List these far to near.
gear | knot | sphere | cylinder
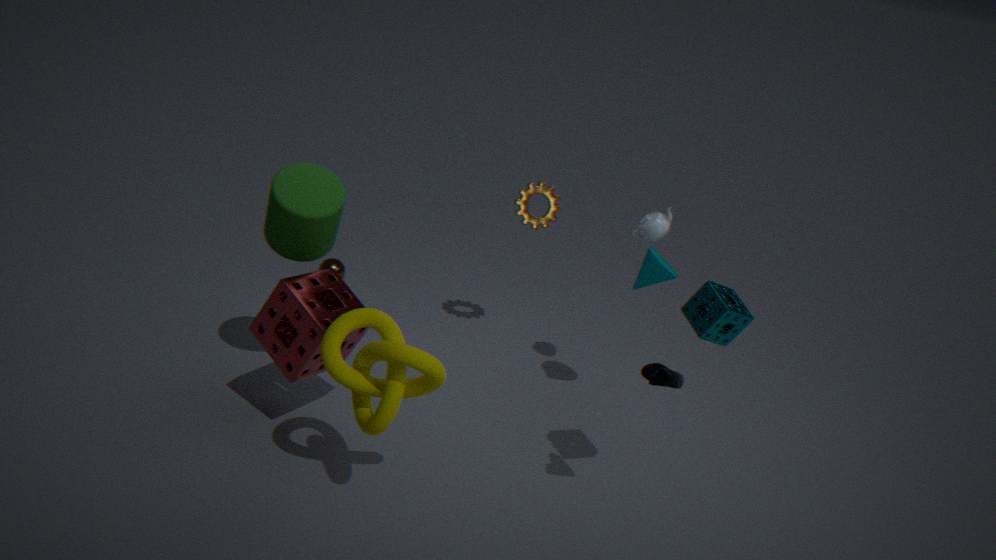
sphere → gear → cylinder → knot
